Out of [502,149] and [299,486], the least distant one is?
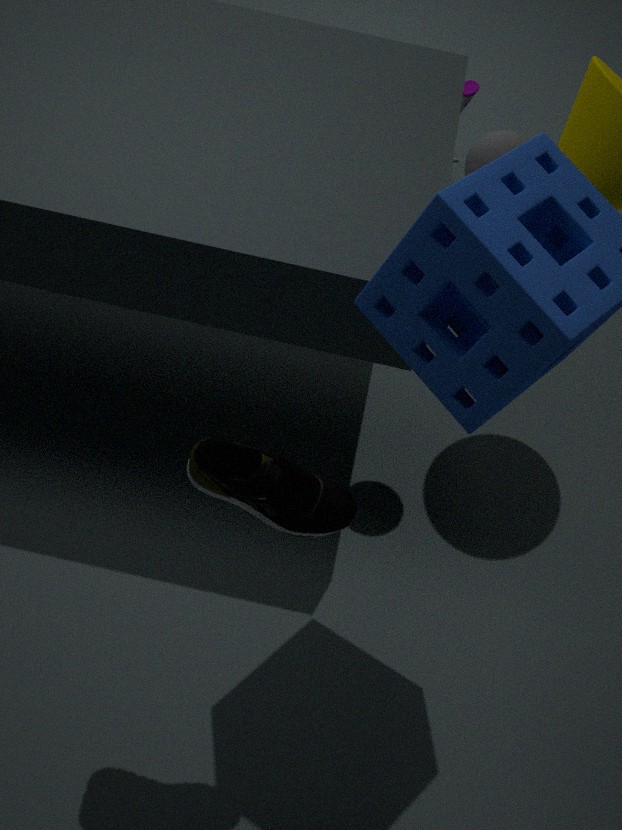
[299,486]
